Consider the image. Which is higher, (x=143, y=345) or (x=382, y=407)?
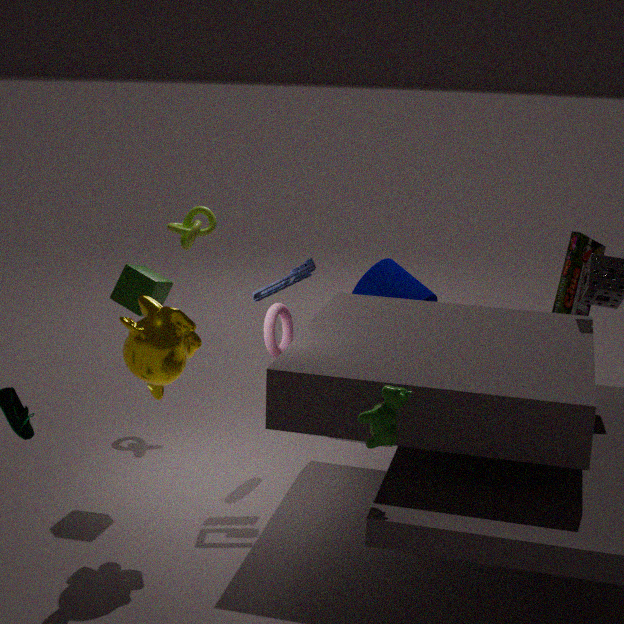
(x=143, y=345)
